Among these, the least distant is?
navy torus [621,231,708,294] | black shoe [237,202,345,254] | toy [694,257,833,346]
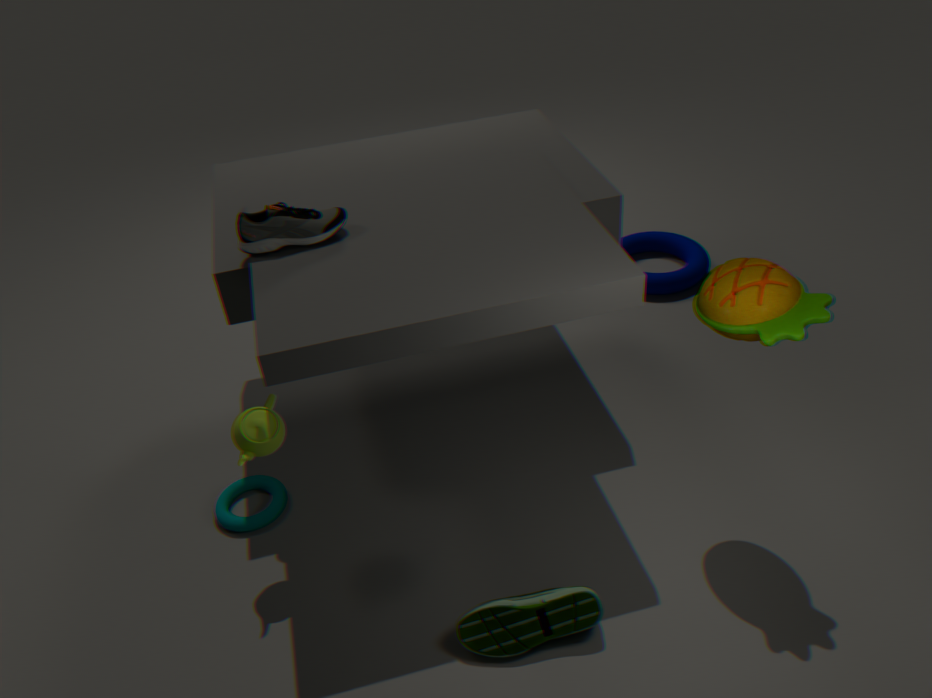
toy [694,257,833,346]
